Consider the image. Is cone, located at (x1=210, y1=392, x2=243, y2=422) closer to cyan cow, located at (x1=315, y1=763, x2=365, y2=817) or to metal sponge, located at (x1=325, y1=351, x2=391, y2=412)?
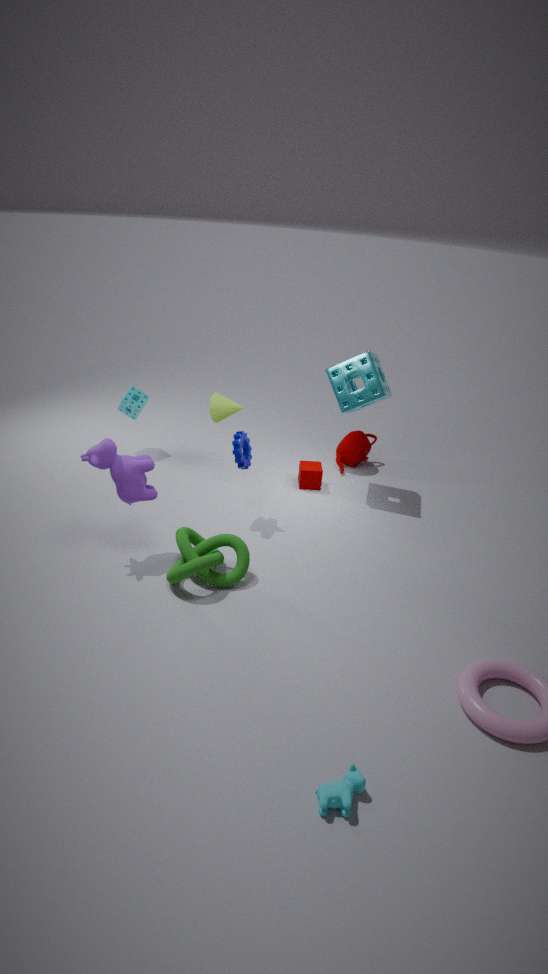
metal sponge, located at (x1=325, y1=351, x2=391, y2=412)
